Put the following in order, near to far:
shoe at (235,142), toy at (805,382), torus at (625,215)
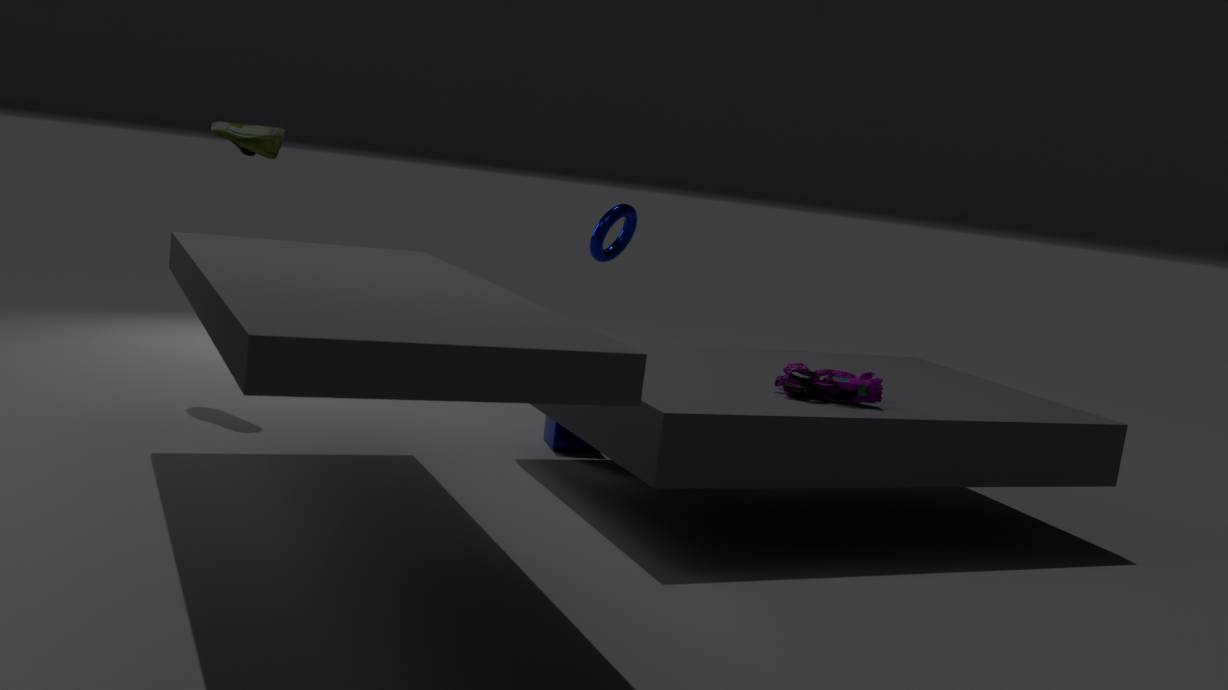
toy at (805,382)
shoe at (235,142)
torus at (625,215)
